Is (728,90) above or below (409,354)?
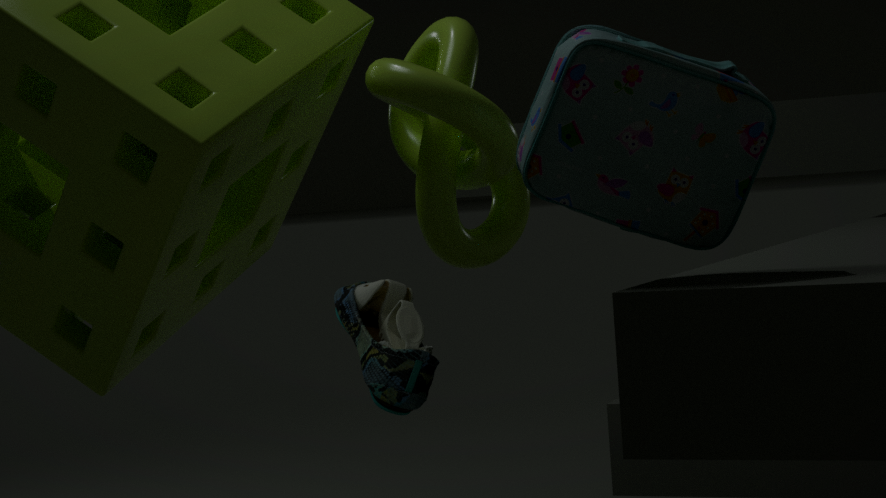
above
